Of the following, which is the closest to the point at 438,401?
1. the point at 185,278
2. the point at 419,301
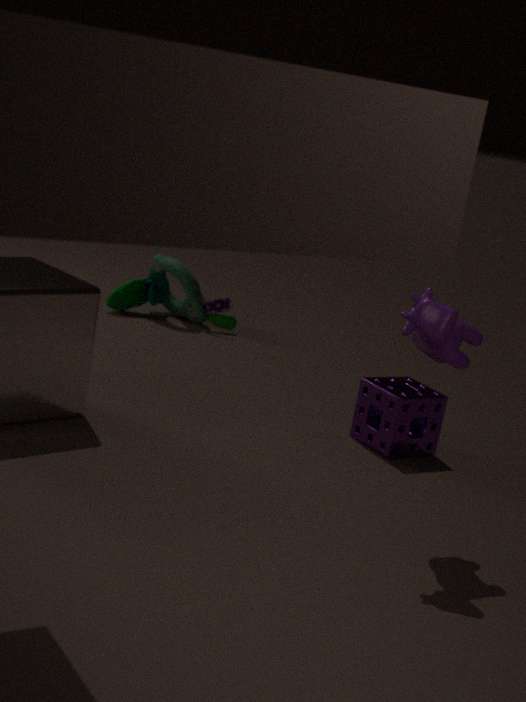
the point at 419,301
